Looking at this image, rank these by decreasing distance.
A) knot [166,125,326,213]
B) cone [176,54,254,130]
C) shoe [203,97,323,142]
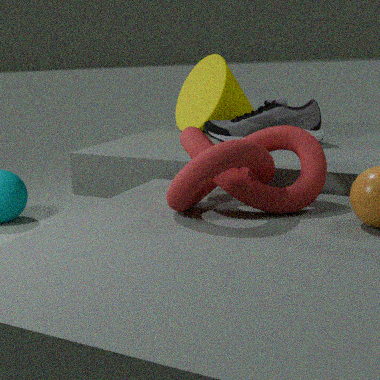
cone [176,54,254,130] < shoe [203,97,323,142] < knot [166,125,326,213]
